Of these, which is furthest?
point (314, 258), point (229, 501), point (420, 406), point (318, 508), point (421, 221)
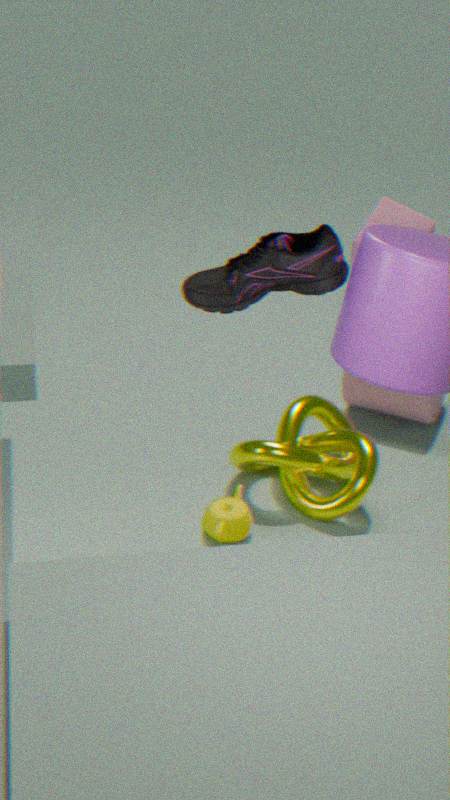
point (420, 406)
